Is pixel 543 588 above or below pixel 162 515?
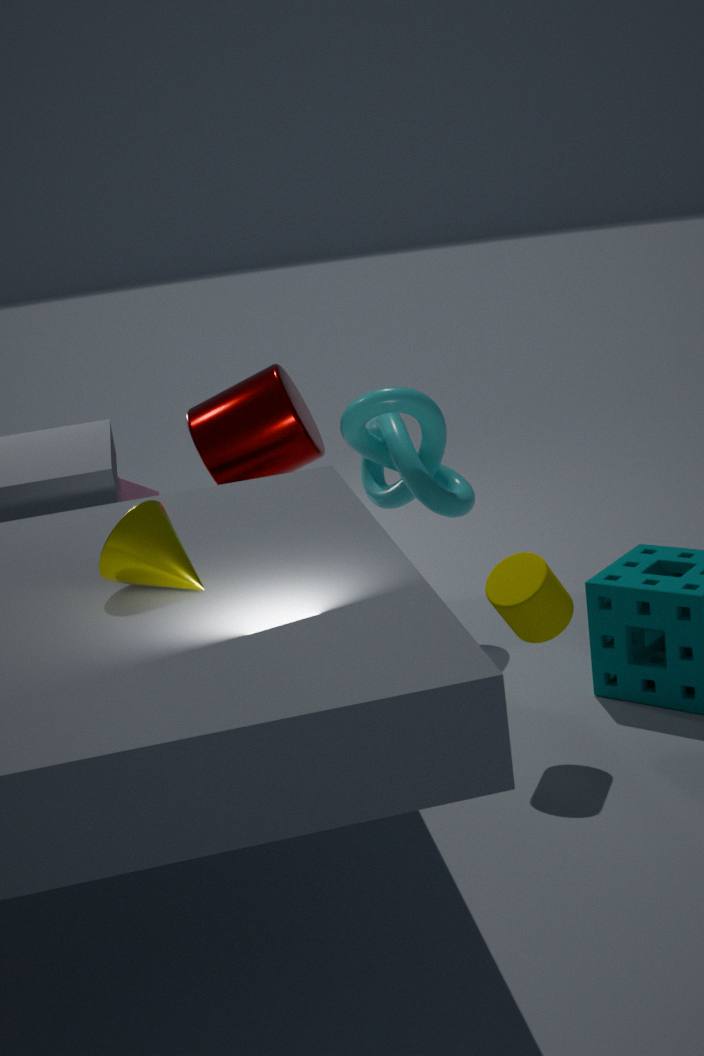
below
